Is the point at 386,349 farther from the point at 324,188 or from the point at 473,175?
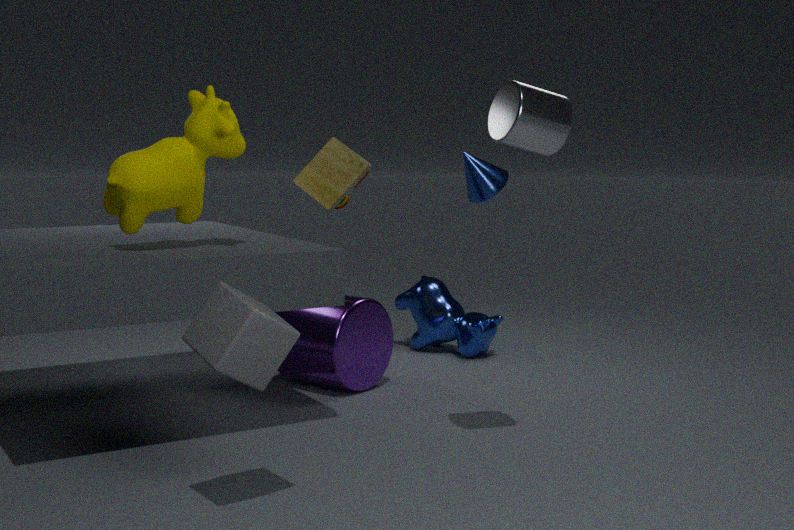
the point at 473,175
